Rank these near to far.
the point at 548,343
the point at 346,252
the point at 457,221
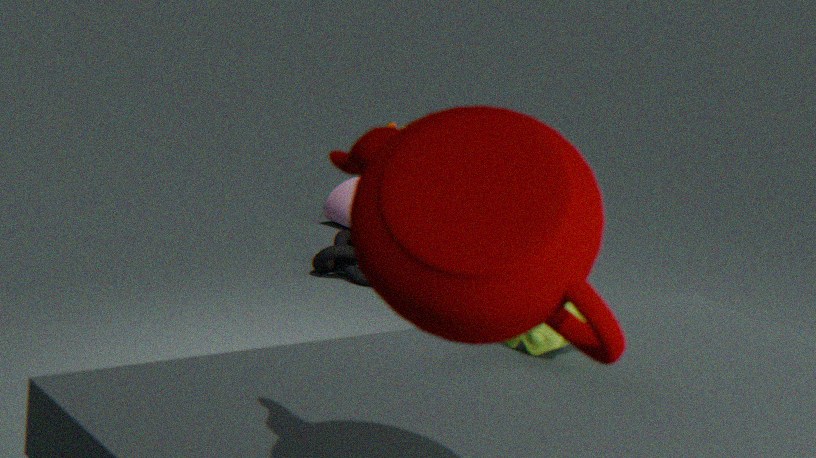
1. the point at 457,221
2. the point at 548,343
3. the point at 346,252
